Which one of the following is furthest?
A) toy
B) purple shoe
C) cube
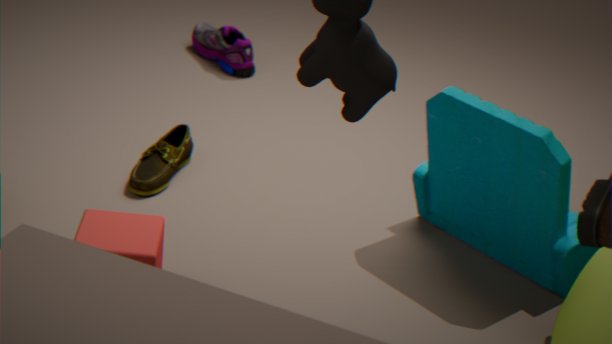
purple shoe
